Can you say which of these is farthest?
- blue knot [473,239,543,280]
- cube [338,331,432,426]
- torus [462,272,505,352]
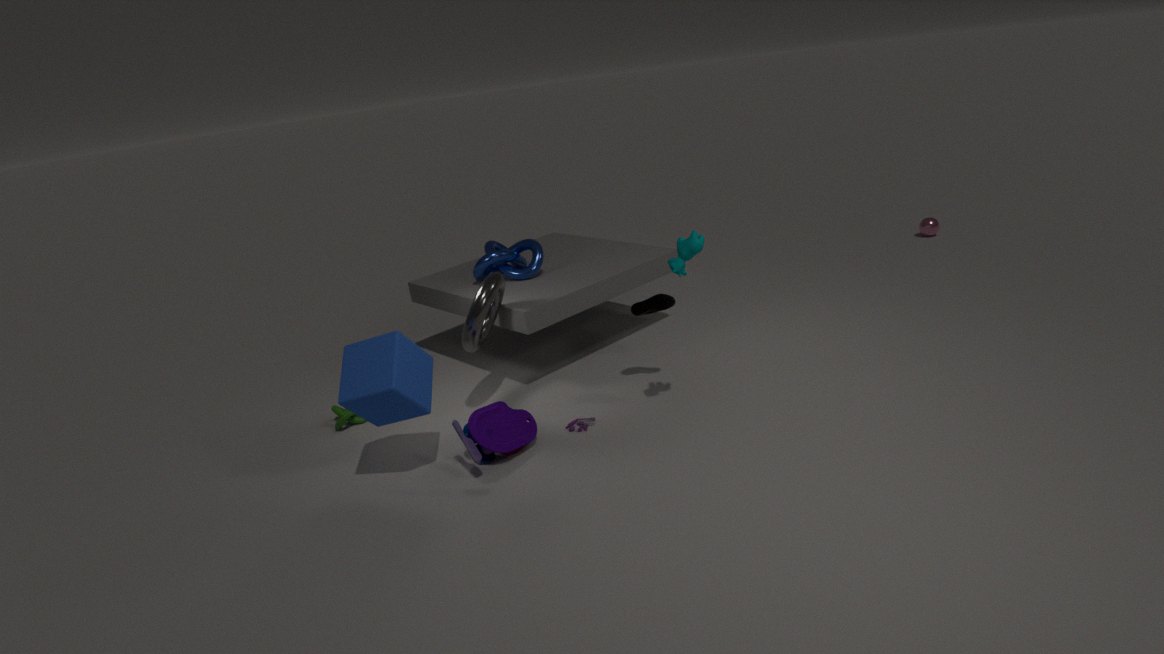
blue knot [473,239,543,280]
